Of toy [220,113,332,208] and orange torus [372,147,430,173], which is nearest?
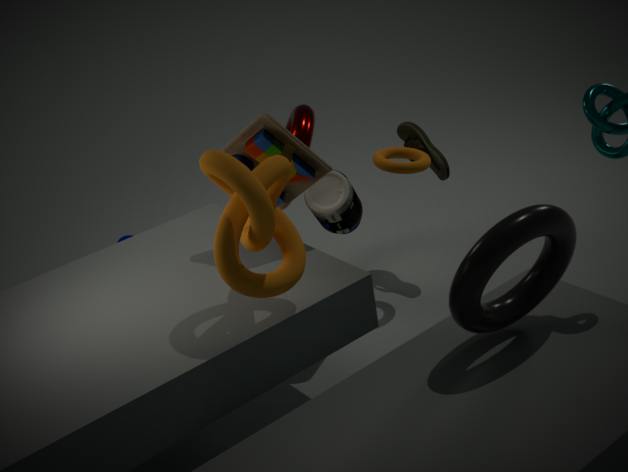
toy [220,113,332,208]
